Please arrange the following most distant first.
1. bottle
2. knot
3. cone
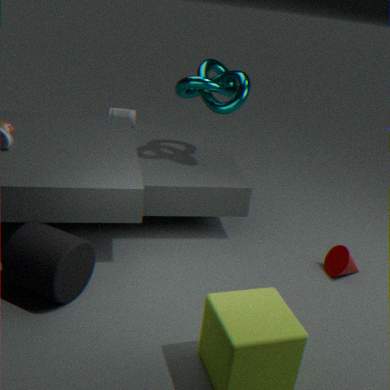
bottle
knot
cone
